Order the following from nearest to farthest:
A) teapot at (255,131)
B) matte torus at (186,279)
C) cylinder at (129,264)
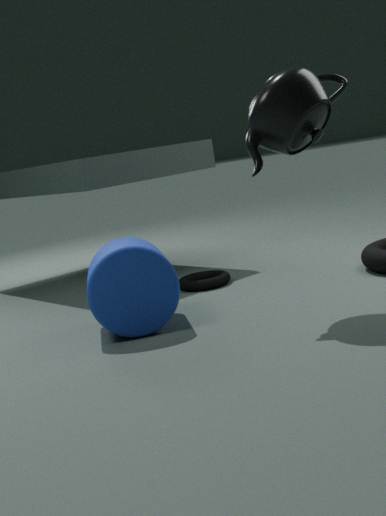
1. teapot at (255,131)
2. cylinder at (129,264)
3. matte torus at (186,279)
